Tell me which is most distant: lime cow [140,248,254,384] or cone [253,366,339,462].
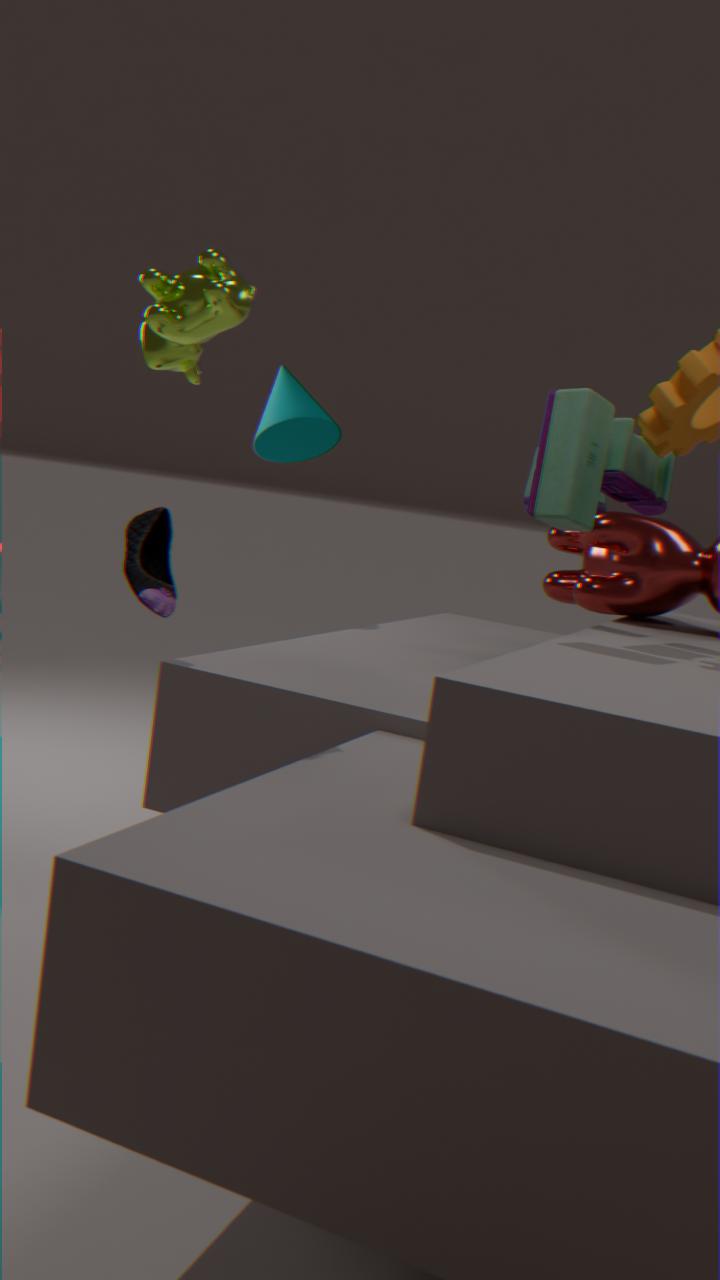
cone [253,366,339,462]
